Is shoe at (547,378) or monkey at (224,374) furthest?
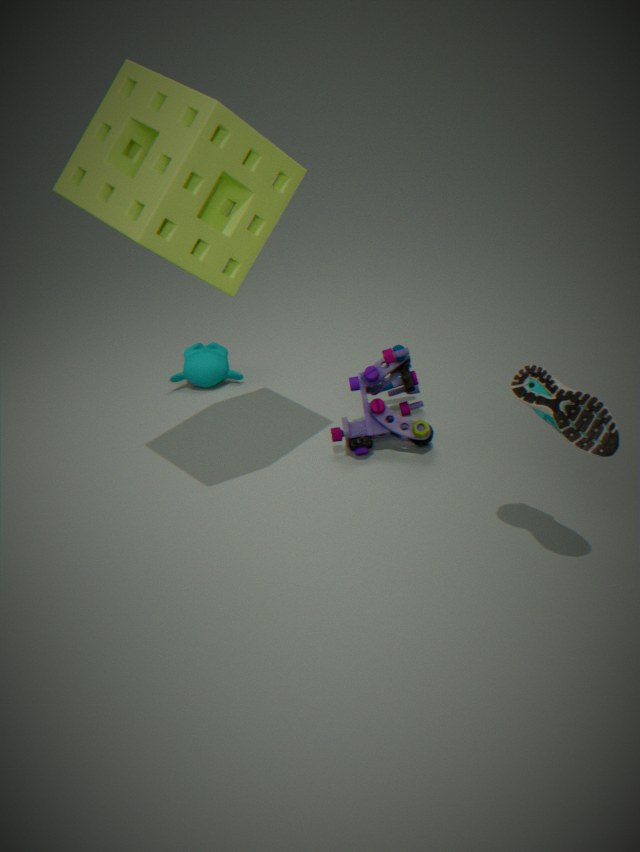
monkey at (224,374)
